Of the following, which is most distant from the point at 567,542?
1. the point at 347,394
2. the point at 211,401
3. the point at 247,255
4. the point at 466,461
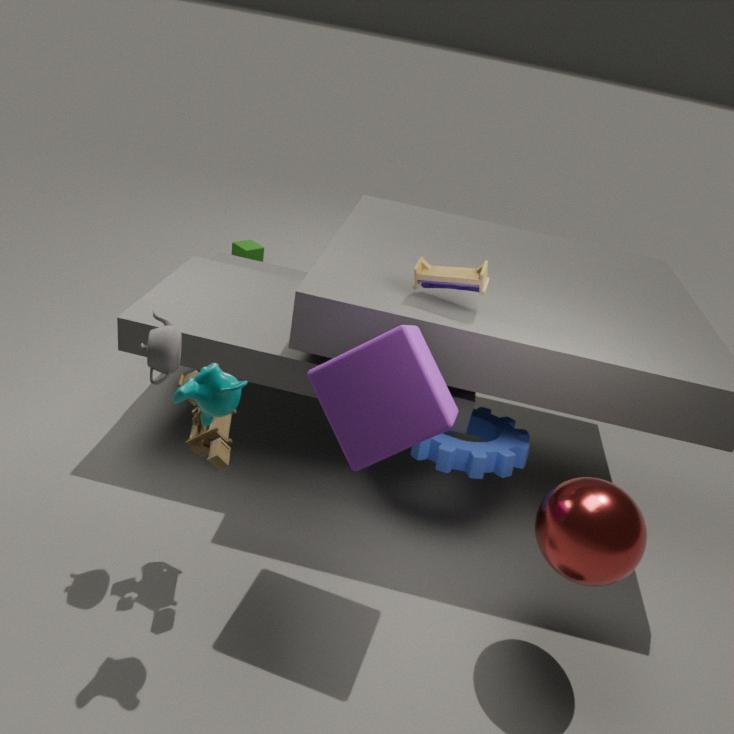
the point at 247,255
